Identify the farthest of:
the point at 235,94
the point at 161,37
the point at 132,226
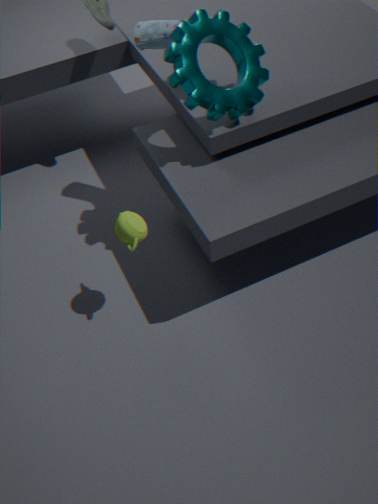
the point at 161,37
